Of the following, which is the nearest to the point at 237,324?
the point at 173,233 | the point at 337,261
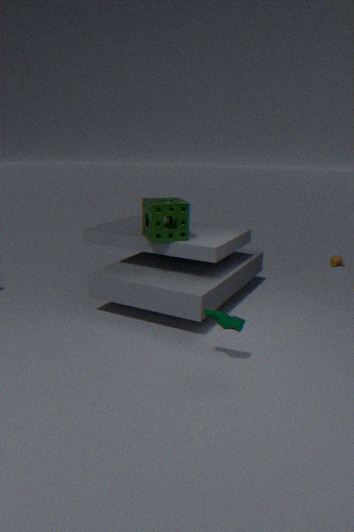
the point at 173,233
